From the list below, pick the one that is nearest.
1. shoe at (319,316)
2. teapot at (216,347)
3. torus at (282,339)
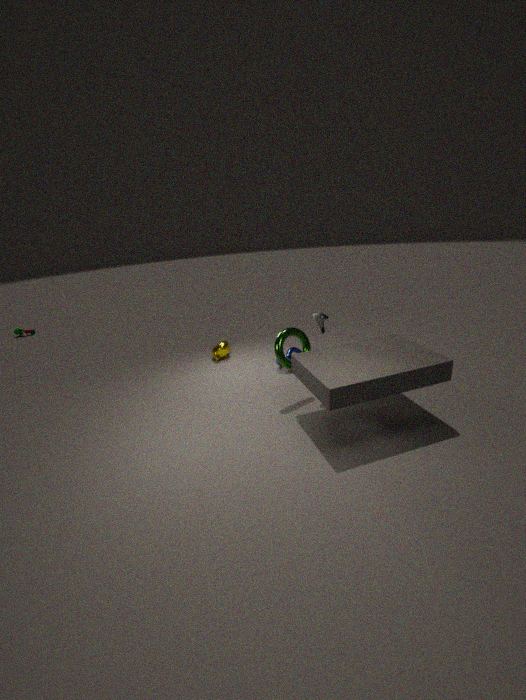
torus at (282,339)
